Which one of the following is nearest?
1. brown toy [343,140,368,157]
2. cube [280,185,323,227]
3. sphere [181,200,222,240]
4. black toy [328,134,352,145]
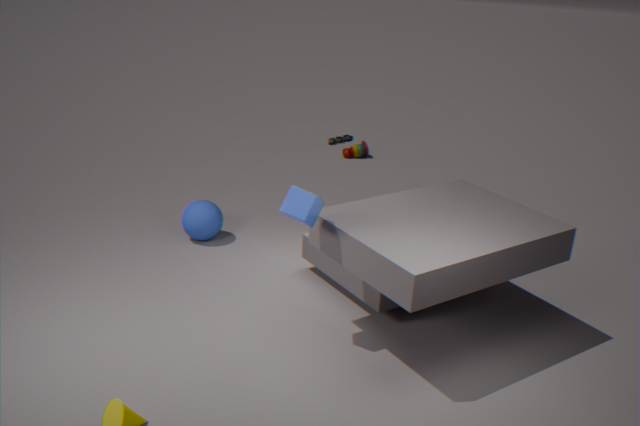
cube [280,185,323,227]
